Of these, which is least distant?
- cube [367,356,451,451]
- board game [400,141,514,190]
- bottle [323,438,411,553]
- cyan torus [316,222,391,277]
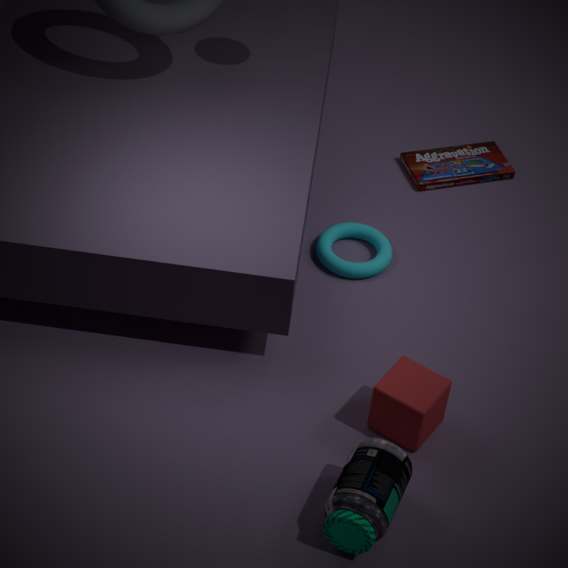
bottle [323,438,411,553]
